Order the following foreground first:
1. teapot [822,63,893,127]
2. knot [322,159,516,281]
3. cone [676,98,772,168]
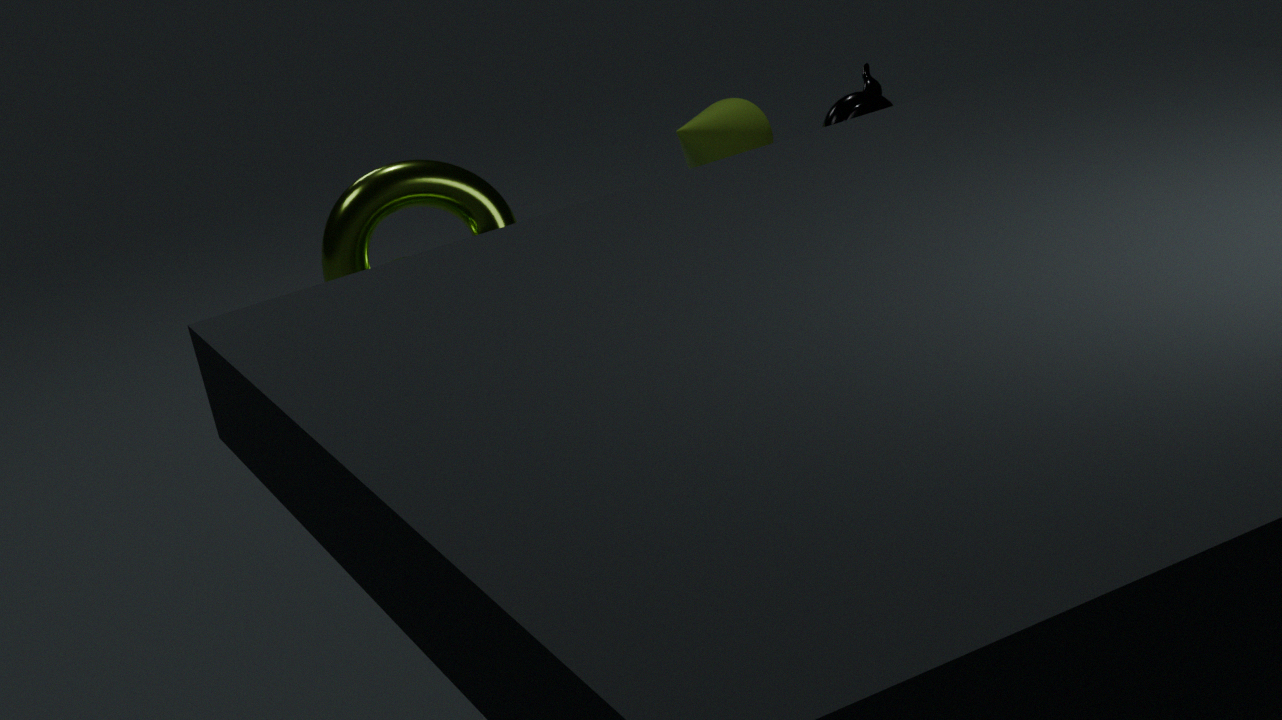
knot [322,159,516,281] → teapot [822,63,893,127] → cone [676,98,772,168]
